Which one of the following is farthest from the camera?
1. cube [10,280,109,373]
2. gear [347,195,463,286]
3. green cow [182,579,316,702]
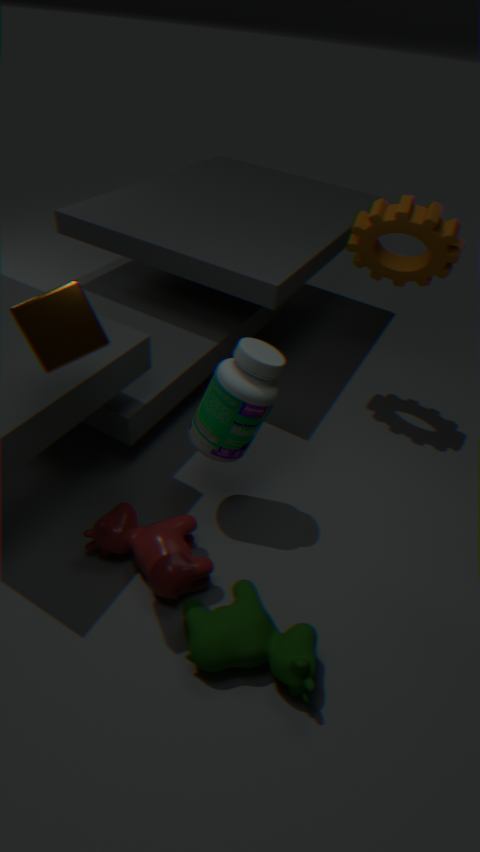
gear [347,195,463,286]
